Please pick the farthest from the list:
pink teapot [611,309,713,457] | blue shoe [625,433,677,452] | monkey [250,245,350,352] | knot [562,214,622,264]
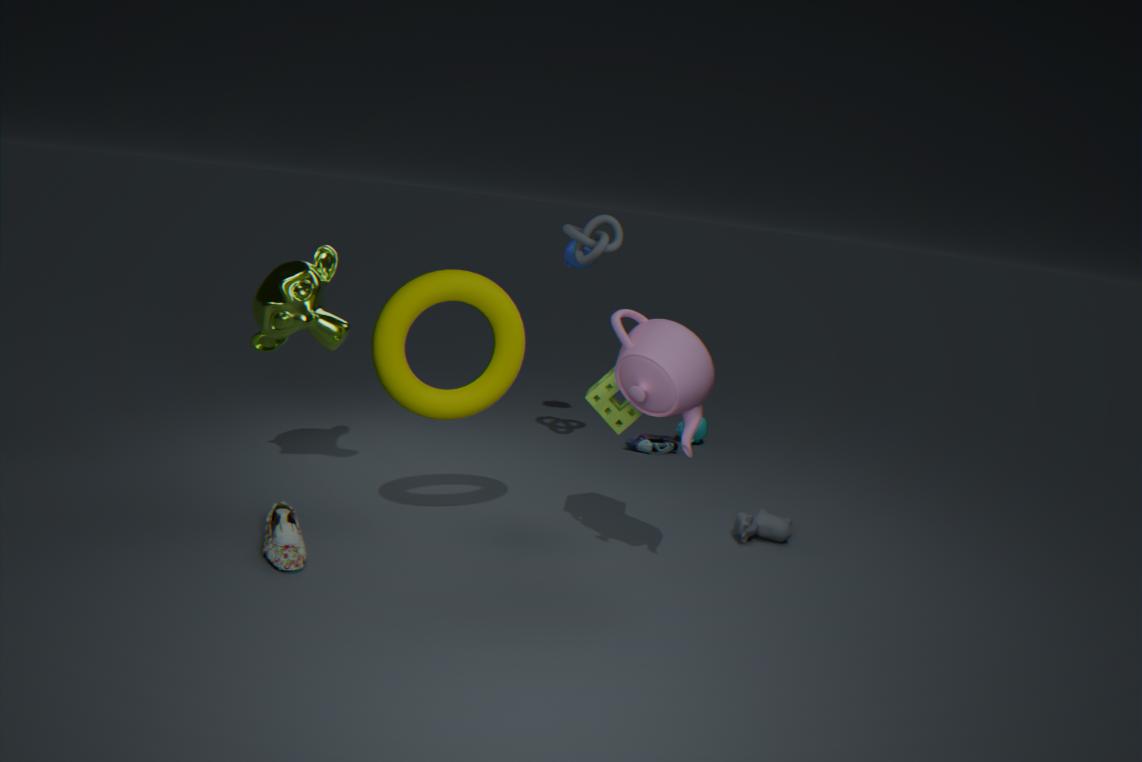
blue shoe [625,433,677,452]
